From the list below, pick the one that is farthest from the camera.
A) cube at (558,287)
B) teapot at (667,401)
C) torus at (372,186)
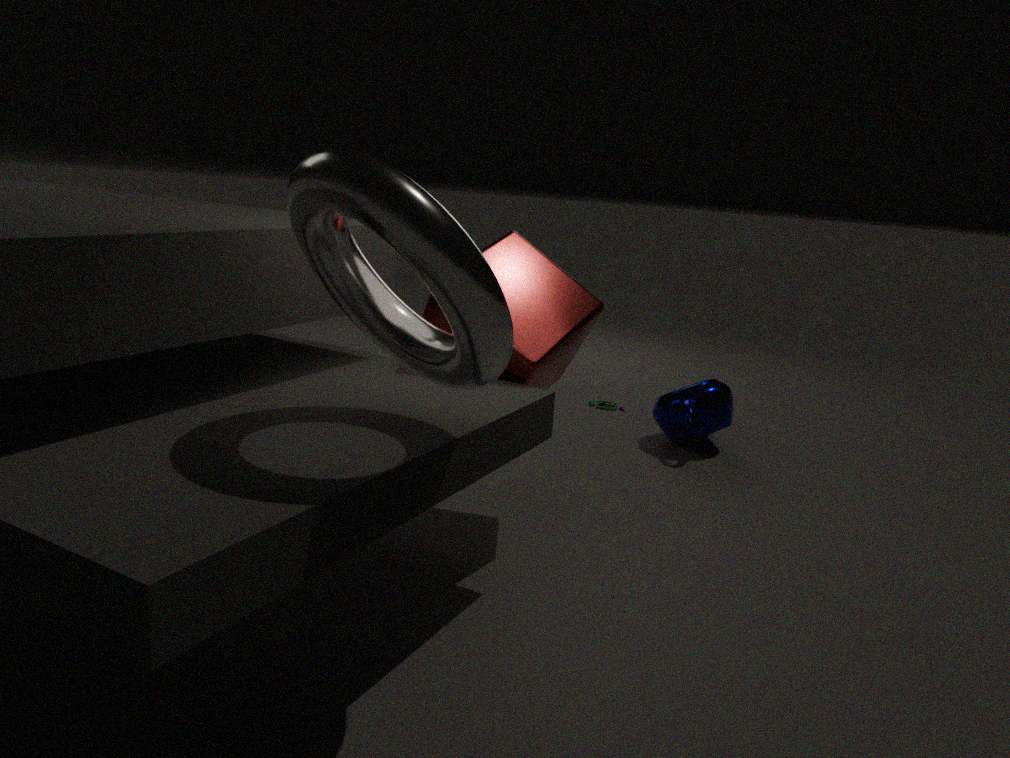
teapot at (667,401)
